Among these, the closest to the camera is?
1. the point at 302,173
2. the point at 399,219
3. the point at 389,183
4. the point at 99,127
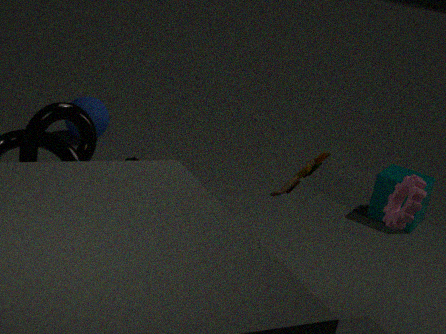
the point at 399,219
